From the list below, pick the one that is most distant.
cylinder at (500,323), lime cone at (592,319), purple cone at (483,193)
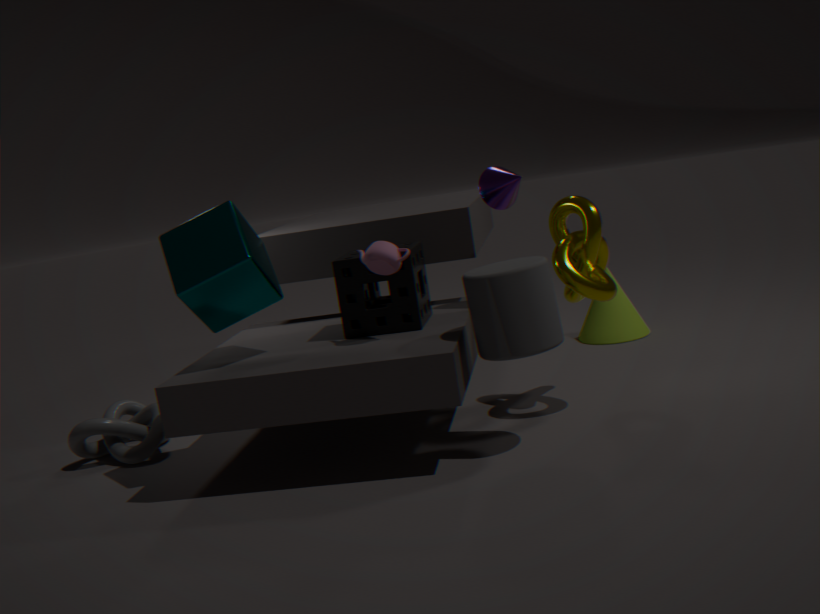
lime cone at (592,319)
